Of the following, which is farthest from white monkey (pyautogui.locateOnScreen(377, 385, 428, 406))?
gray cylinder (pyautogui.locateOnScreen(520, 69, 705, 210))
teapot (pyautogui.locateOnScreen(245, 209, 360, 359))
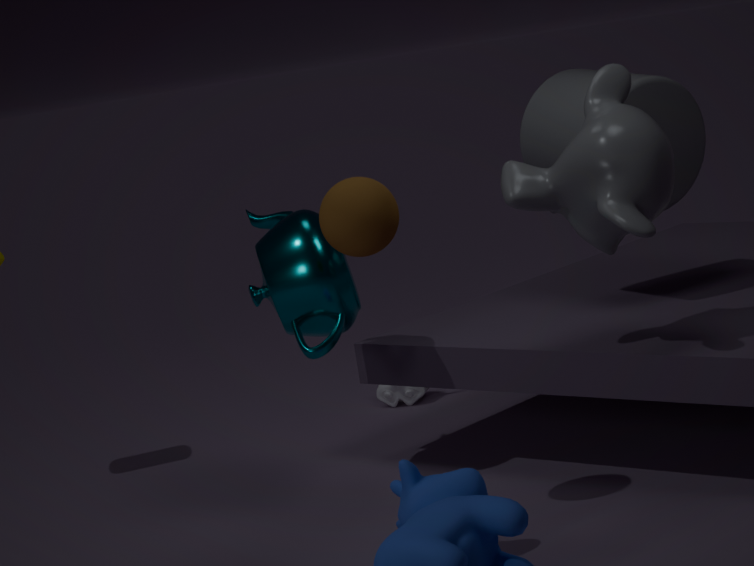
gray cylinder (pyautogui.locateOnScreen(520, 69, 705, 210))
